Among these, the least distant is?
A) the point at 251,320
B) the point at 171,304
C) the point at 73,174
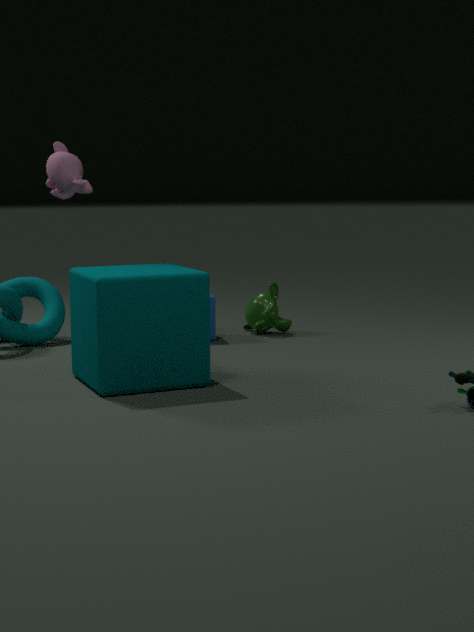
the point at 171,304
